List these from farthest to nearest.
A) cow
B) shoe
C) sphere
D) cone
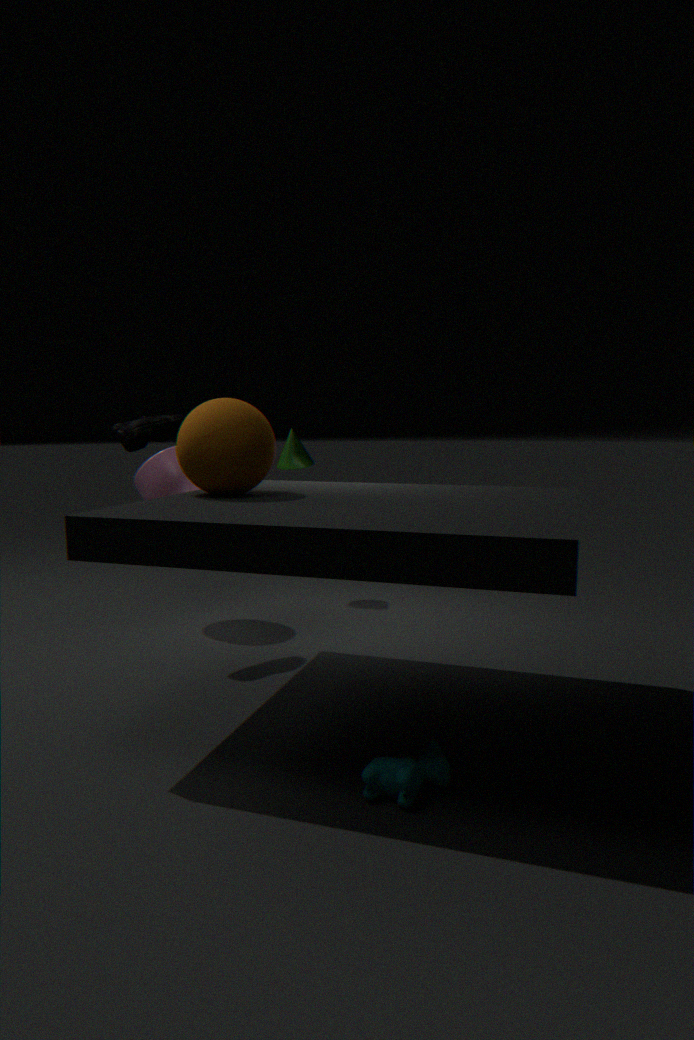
1. D. cone
2. B. shoe
3. C. sphere
4. A. cow
